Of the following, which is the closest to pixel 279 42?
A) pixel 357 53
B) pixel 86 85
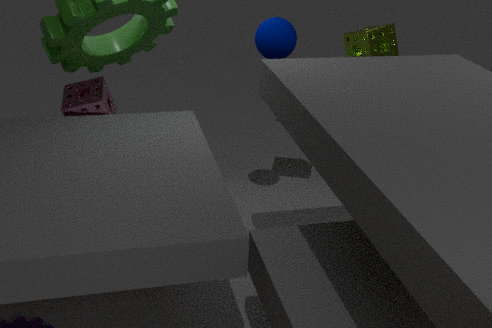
pixel 357 53
